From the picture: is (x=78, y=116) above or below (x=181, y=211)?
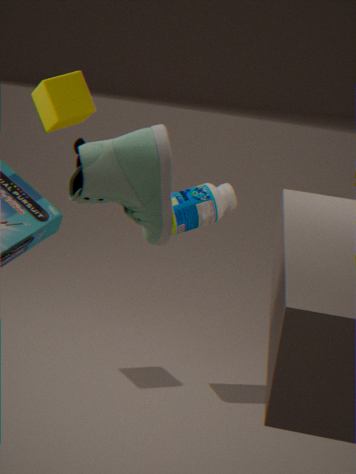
above
